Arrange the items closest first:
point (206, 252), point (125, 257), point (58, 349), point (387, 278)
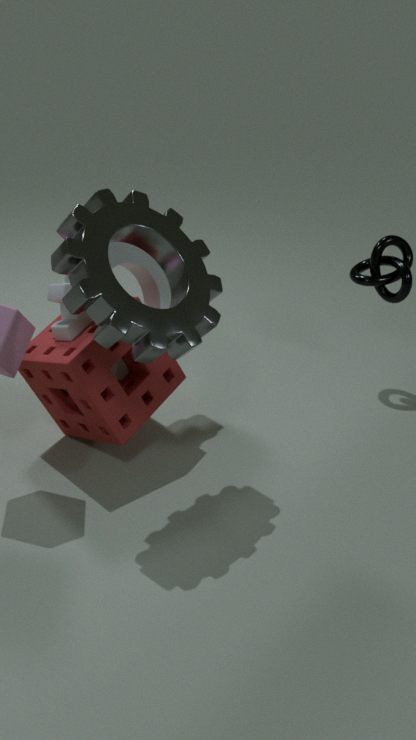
1. point (206, 252)
2. point (58, 349)
3. point (125, 257)
4. point (387, 278)
